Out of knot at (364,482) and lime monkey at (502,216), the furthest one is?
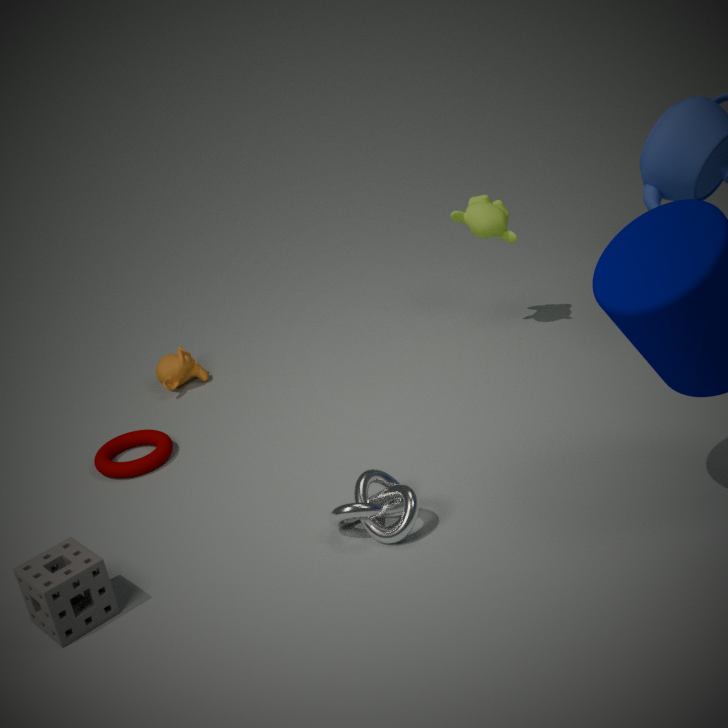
lime monkey at (502,216)
